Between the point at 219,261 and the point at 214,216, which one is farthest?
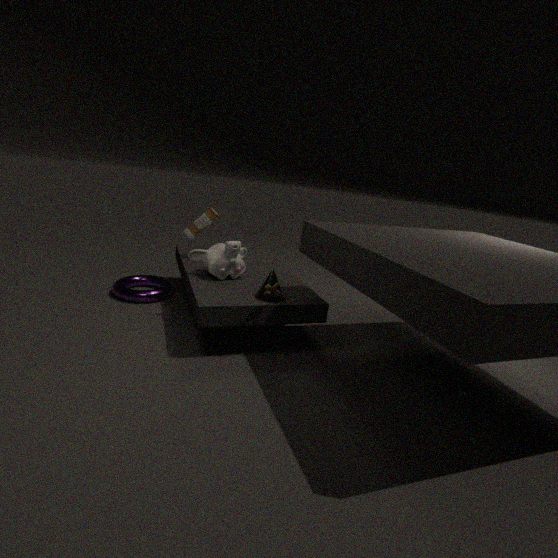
the point at 214,216
